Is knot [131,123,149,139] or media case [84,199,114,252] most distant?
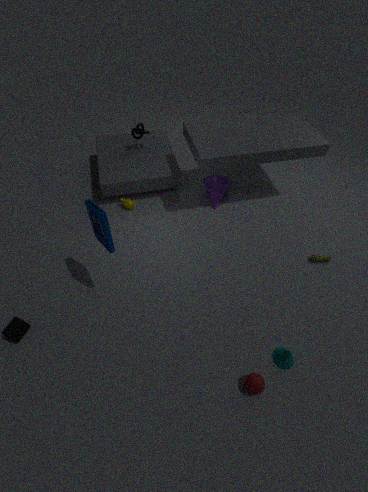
knot [131,123,149,139]
